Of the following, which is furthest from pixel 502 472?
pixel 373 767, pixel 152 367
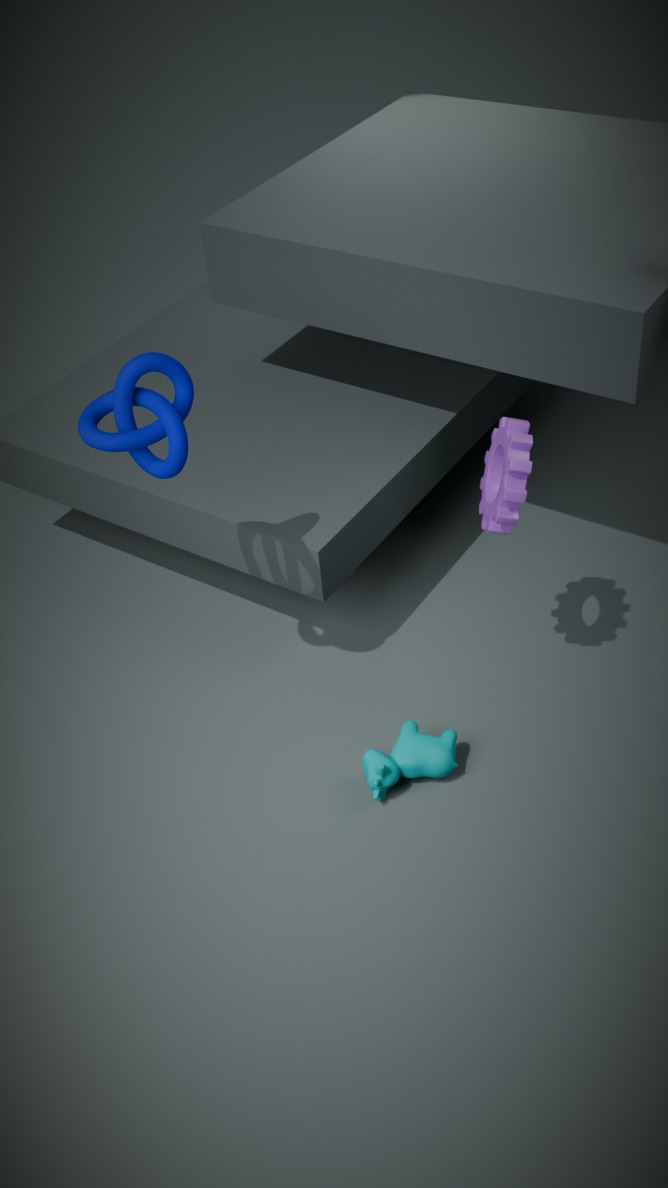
pixel 152 367
